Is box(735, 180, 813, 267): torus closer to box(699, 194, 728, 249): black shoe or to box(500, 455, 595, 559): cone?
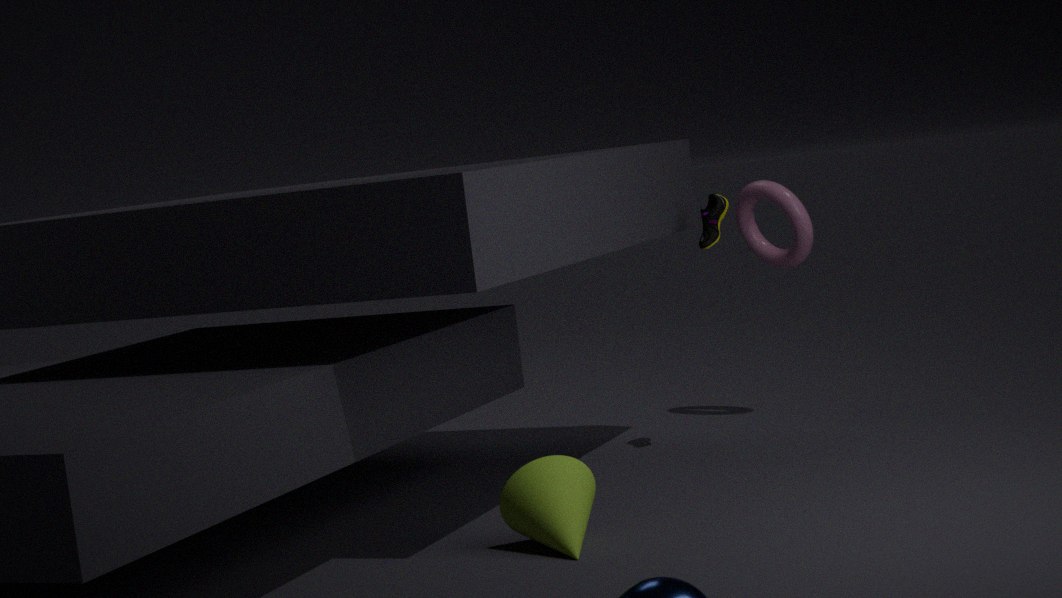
box(699, 194, 728, 249): black shoe
